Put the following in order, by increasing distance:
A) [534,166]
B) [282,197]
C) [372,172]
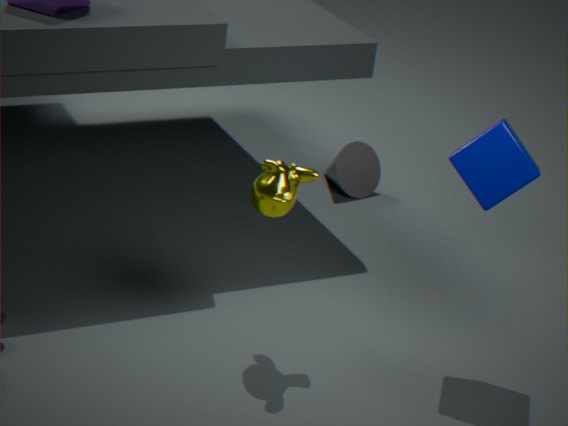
1. [534,166]
2. [282,197]
3. [372,172]
